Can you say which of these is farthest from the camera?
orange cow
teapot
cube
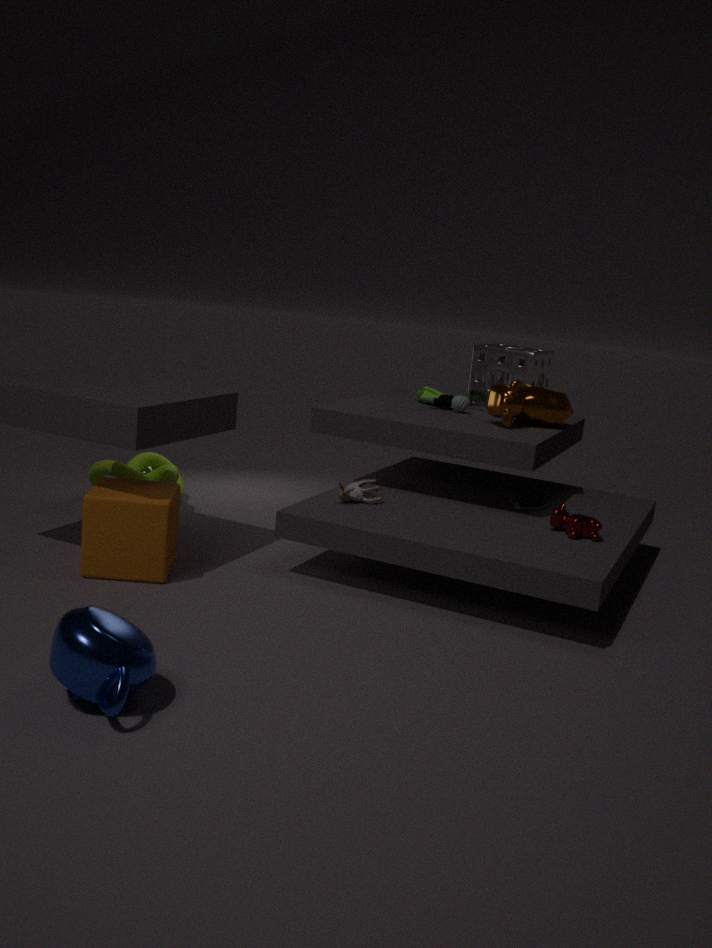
orange cow
